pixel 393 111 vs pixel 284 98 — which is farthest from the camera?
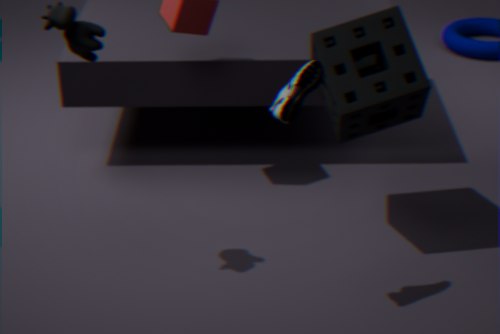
pixel 393 111
